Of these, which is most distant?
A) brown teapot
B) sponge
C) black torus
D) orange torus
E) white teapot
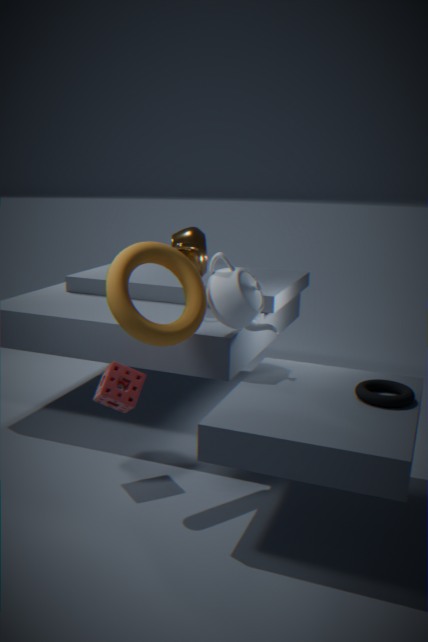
brown teapot
